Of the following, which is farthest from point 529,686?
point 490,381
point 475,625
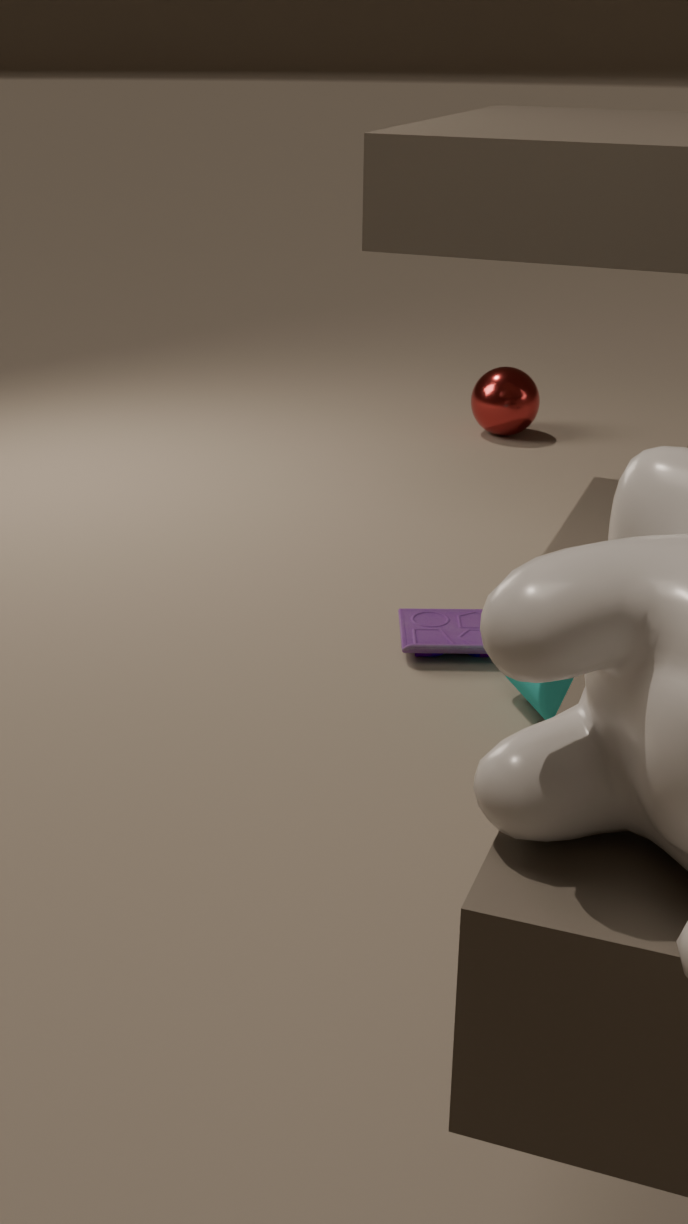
point 490,381
